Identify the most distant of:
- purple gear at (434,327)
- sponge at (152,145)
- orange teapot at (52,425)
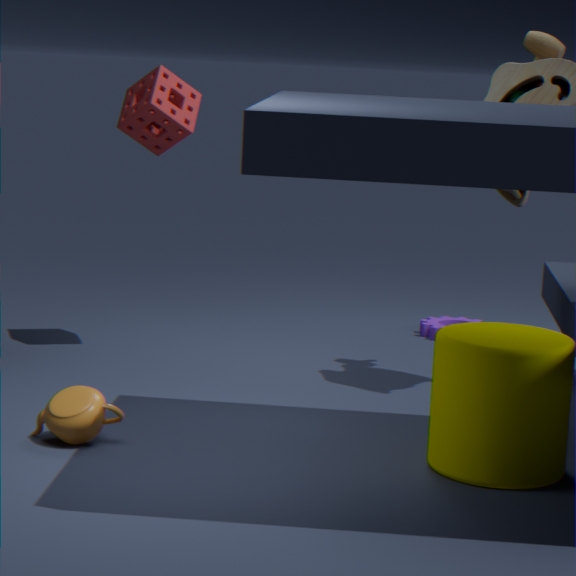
purple gear at (434,327)
